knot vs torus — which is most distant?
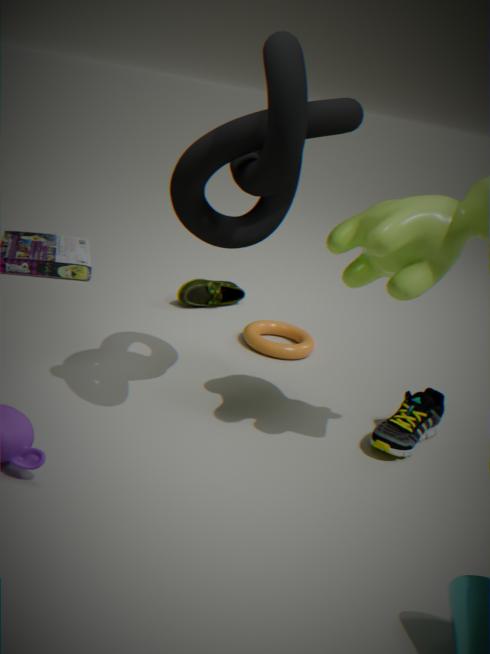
torus
